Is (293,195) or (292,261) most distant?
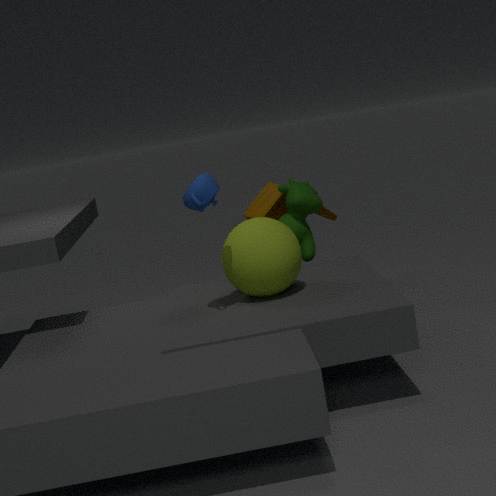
(293,195)
